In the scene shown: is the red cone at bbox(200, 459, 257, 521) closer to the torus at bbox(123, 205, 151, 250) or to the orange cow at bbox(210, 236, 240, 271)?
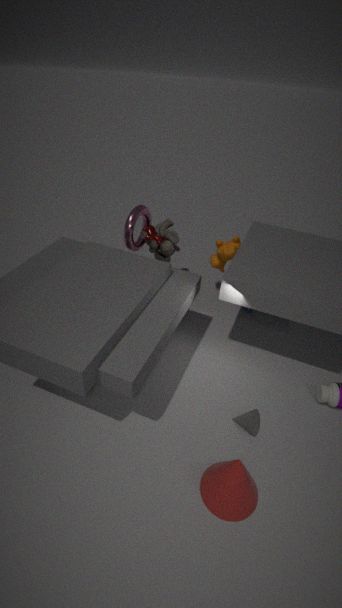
the orange cow at bbox(210, 236, 240, 271)
